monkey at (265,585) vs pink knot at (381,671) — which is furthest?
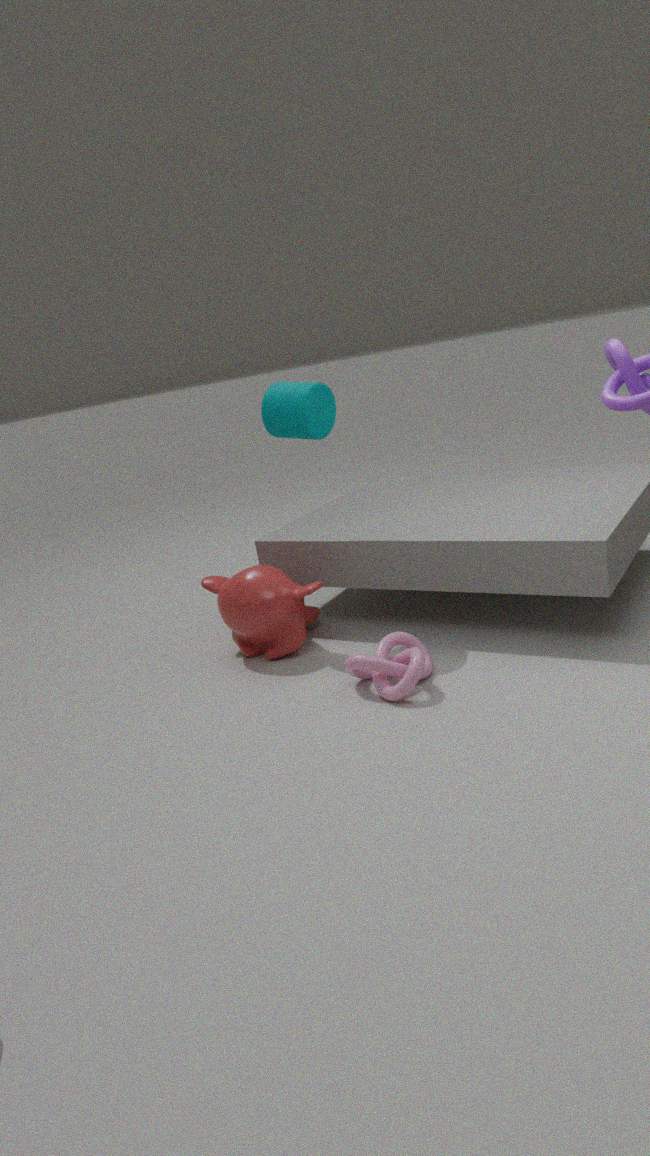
monkey at (265,585)
